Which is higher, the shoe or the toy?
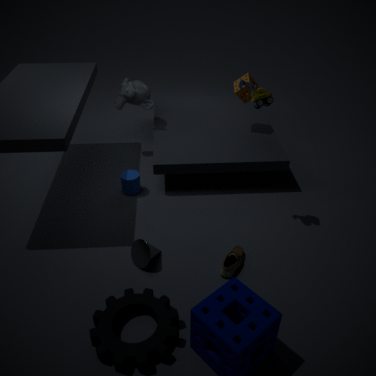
the toy
